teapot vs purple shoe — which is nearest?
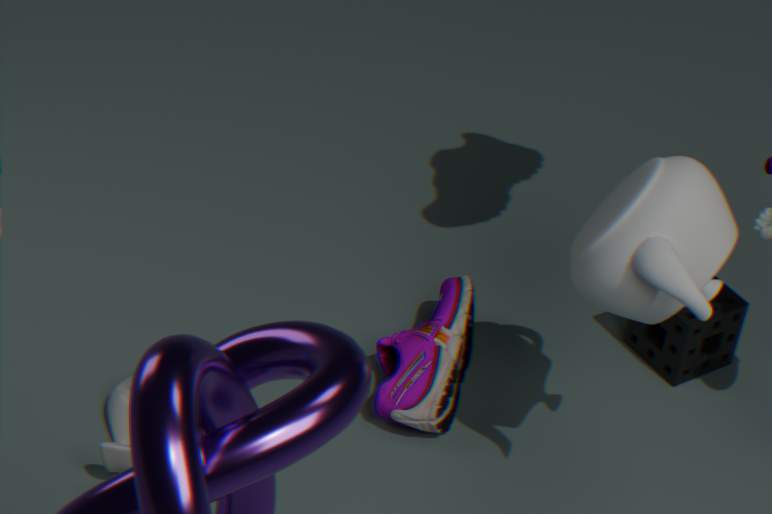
teapot
